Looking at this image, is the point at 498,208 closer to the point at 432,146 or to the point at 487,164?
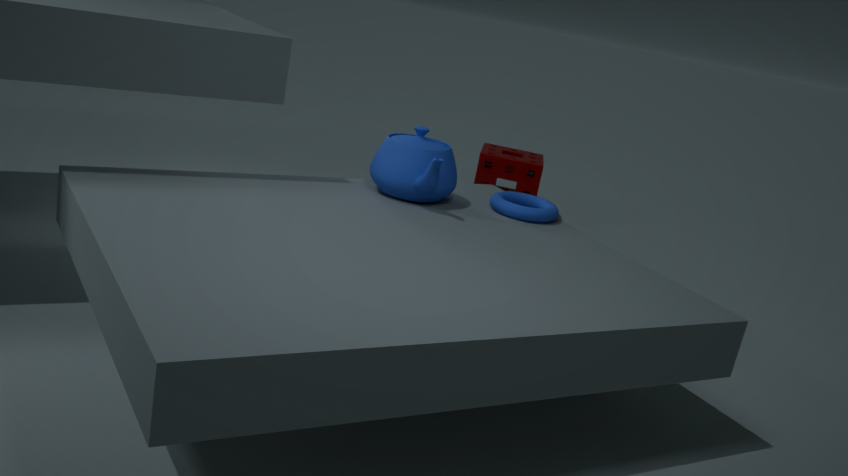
the point at 432,146
